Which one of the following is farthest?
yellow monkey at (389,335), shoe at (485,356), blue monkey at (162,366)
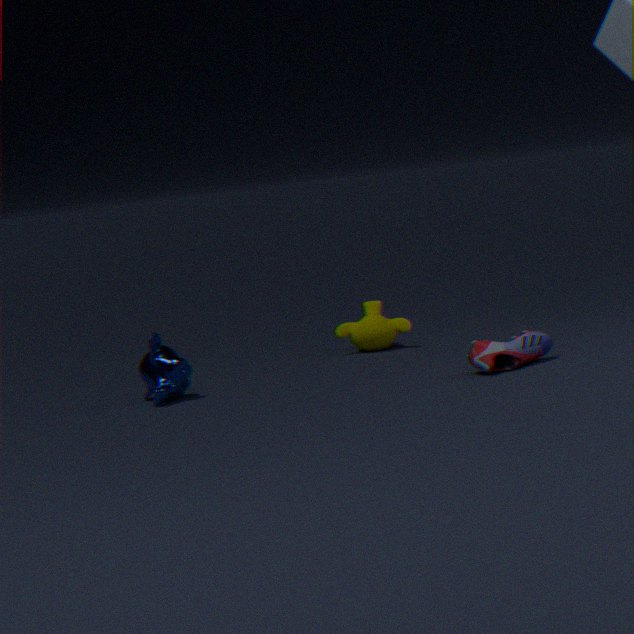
yellow monkey at (389,335)
